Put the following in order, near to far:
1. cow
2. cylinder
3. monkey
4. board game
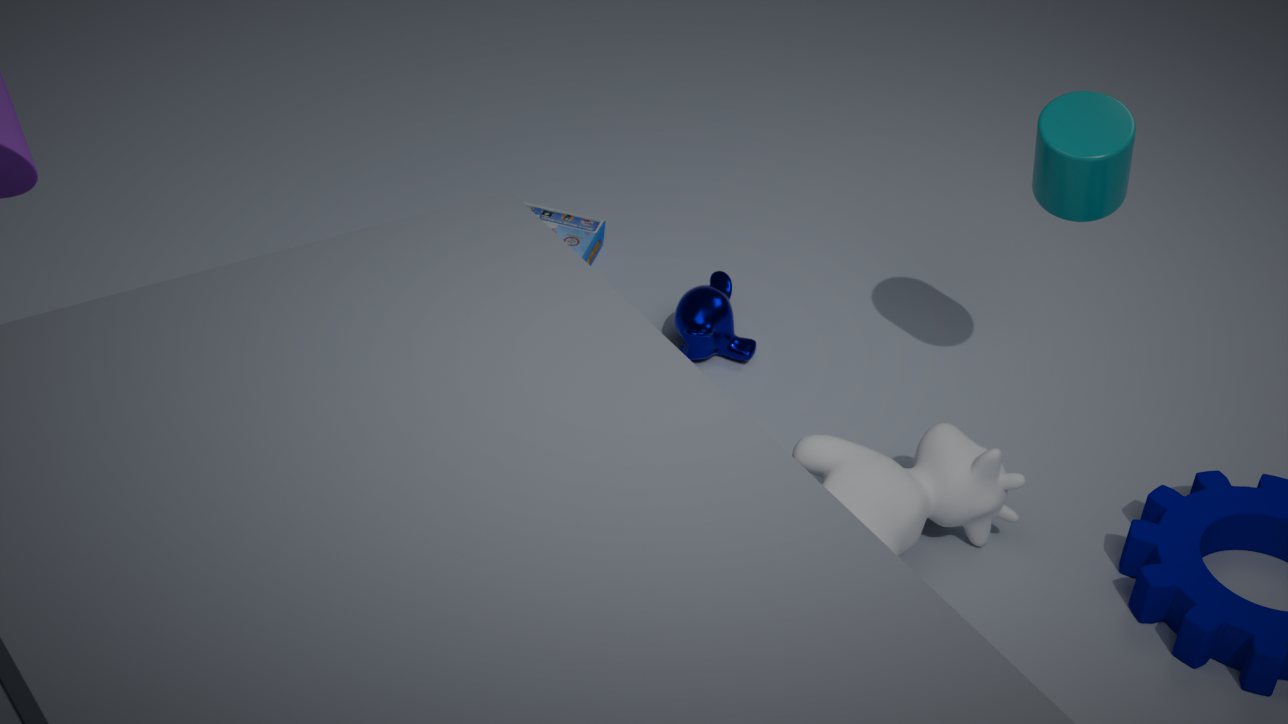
cylinder
cow
monkey
board game
